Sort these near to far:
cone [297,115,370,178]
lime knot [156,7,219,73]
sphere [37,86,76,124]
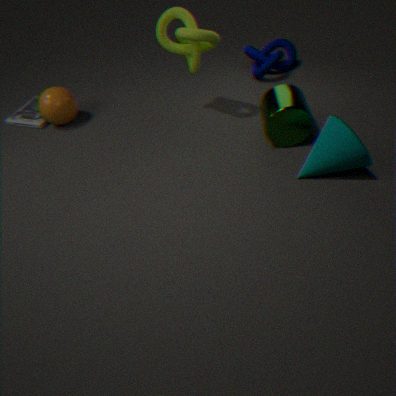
cone [297,115,370,178]
lime knot [156,7,219,73]
sphere [37,86,76,124]
